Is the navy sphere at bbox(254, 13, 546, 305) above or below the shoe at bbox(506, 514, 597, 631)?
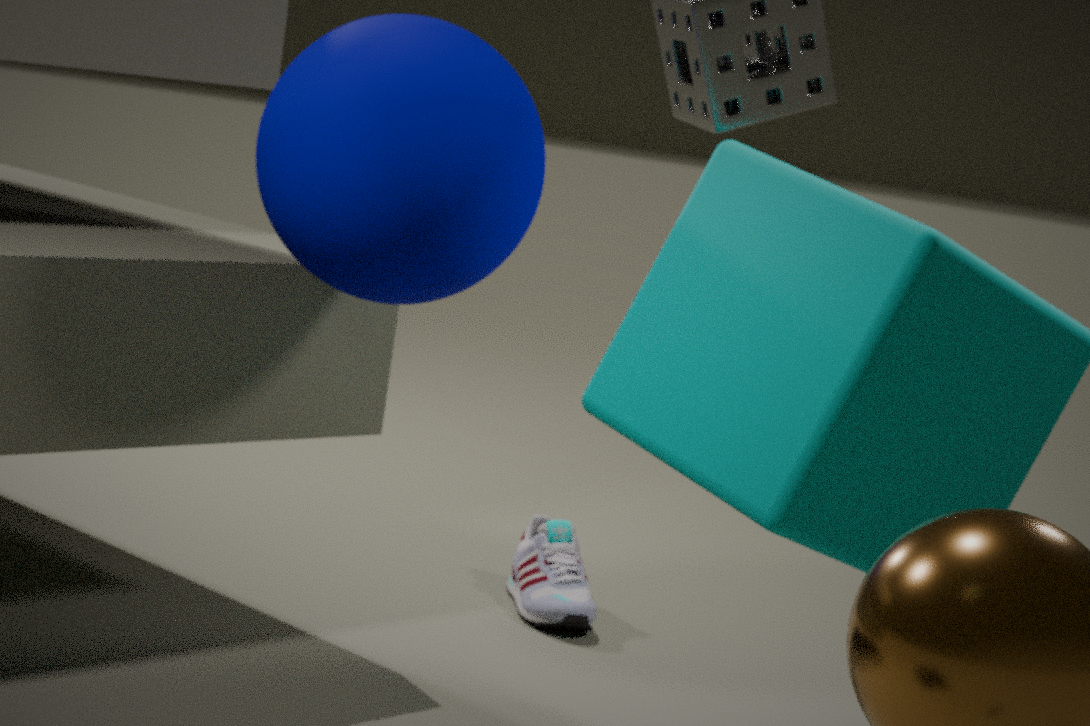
above
